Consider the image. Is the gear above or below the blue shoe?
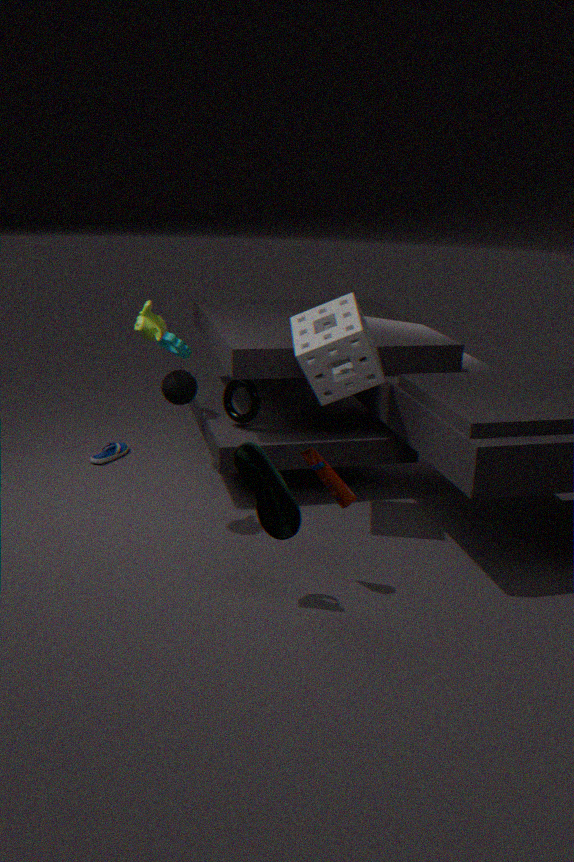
above
